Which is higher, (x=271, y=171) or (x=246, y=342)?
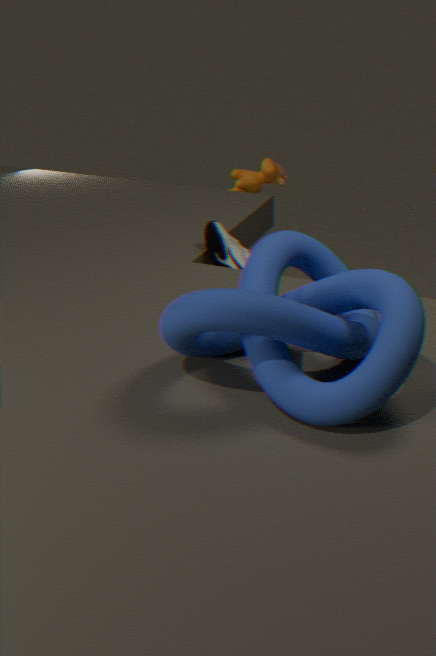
(x=246, y=342)
